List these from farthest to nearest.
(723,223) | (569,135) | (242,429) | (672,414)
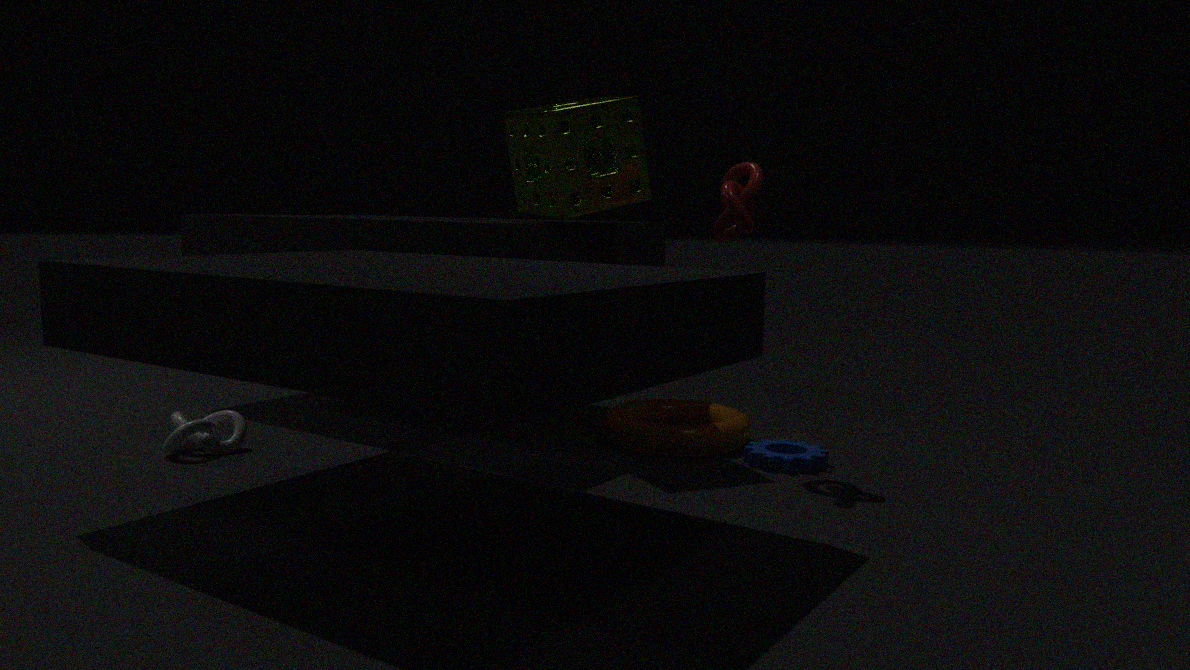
(672,414), (242,429), (569,135), (723,223)
